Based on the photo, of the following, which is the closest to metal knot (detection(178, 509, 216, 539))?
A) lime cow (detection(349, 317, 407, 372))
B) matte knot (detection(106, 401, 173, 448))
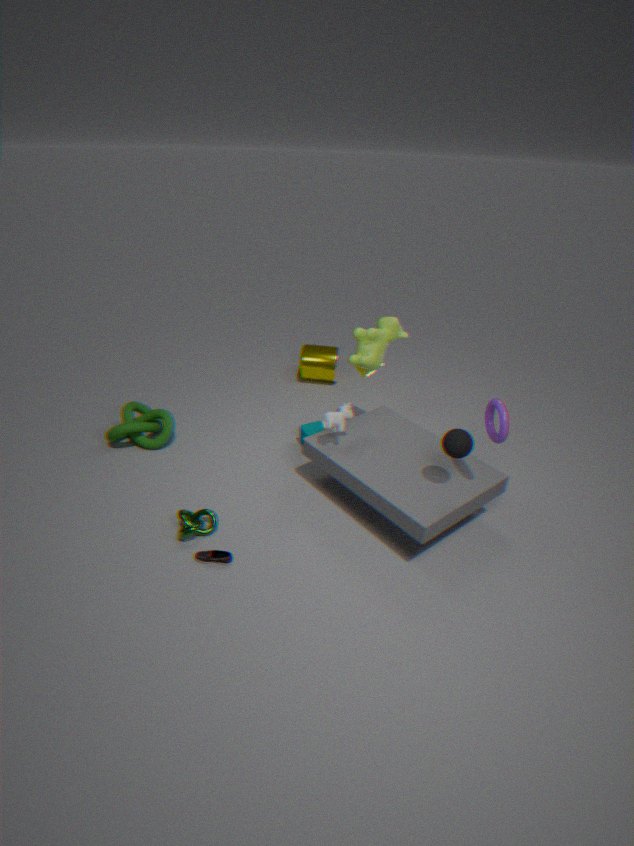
matte knot (detection(106, 401, 173, 448))
